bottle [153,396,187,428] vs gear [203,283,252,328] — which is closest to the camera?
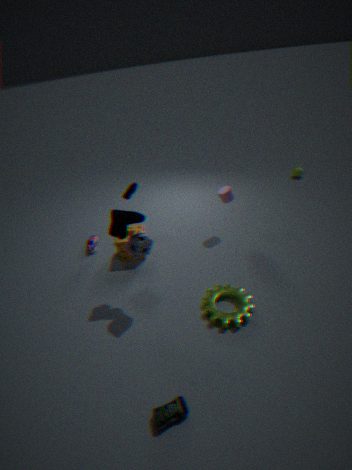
bottle [153,396,187,428]
